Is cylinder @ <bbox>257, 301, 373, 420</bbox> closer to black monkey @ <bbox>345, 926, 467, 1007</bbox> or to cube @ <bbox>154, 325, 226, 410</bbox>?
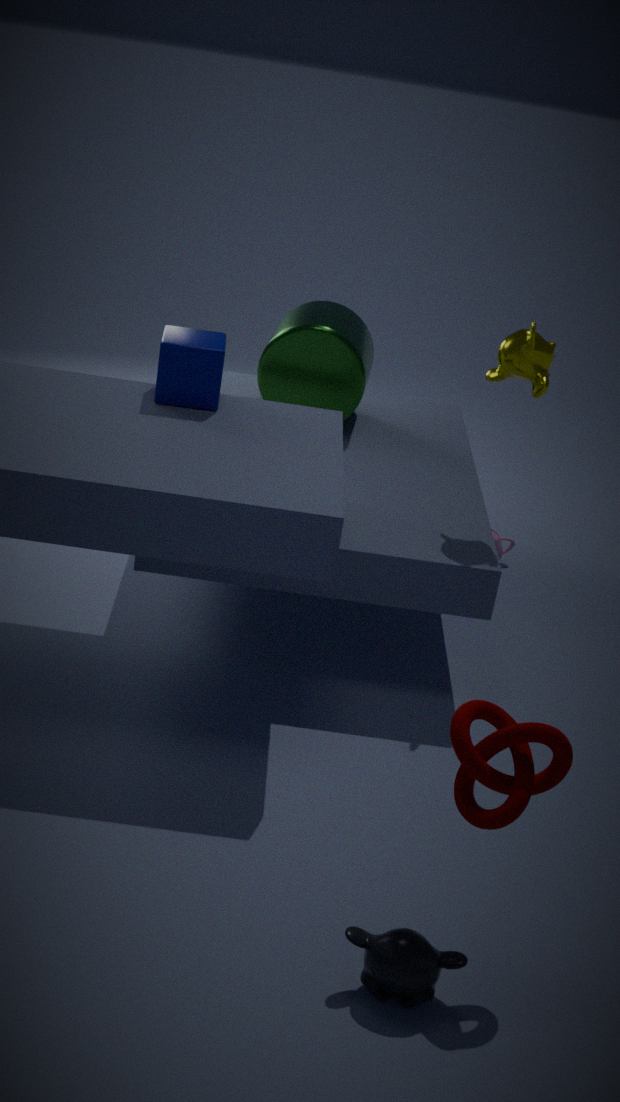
cube @ <bbox>154, 325, 226, 410</bbox>
